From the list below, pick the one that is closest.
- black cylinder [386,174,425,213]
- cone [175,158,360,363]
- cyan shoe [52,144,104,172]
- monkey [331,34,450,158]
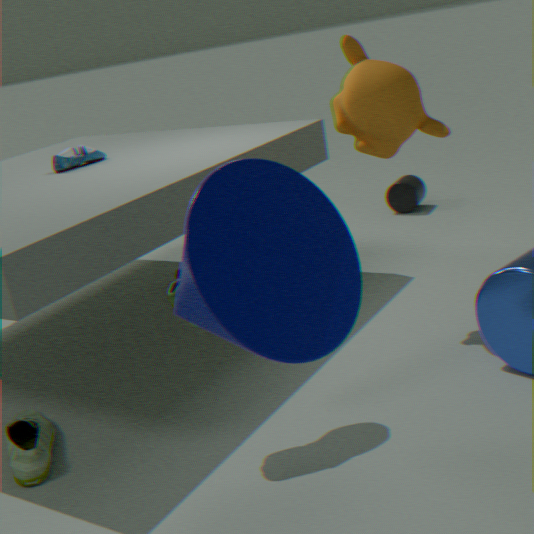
cone [175,158,360,363]
